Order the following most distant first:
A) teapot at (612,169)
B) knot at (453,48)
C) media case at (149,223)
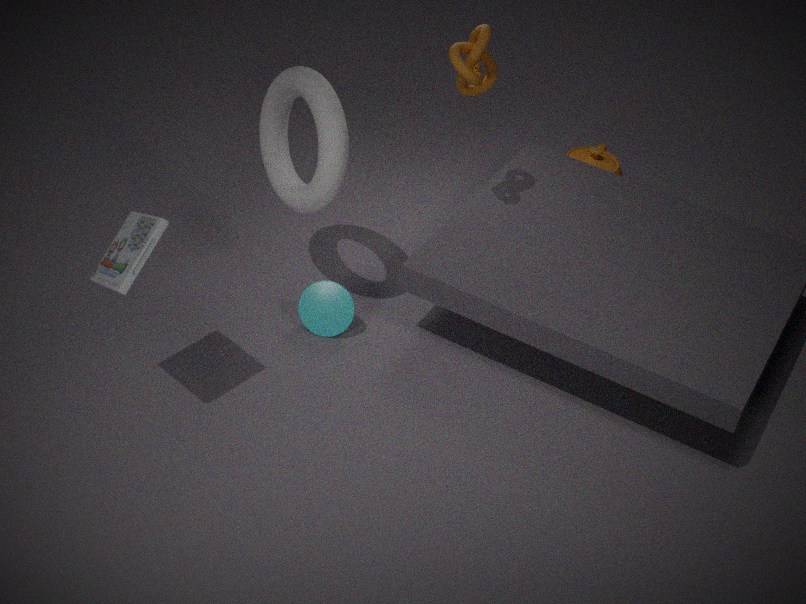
teapot at (612,169), knot at (453,48), media case at (149,223)
